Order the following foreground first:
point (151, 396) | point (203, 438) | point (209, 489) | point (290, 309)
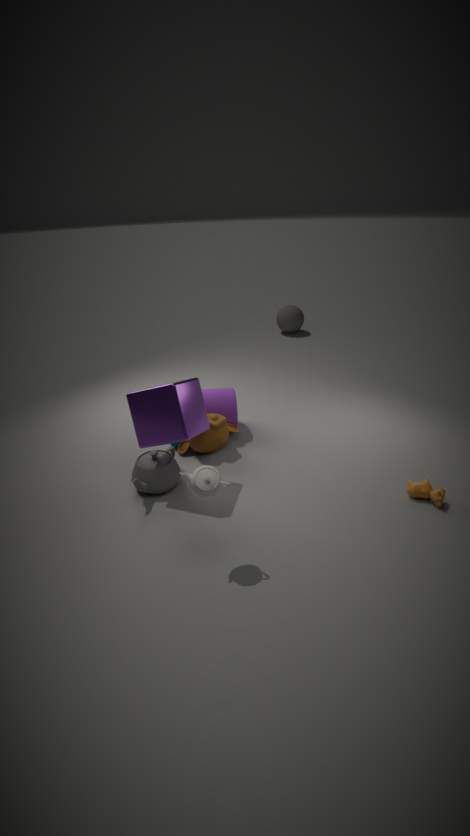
point (209, 489)
point (151, 396)
point (203, 438)
point (290, 309)
